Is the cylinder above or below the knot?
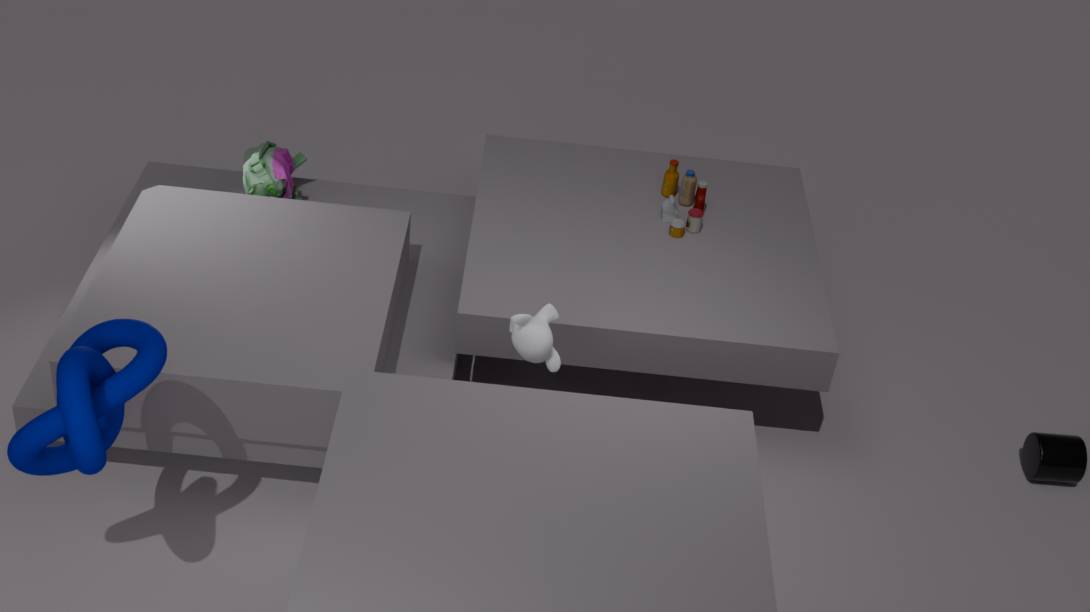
below
